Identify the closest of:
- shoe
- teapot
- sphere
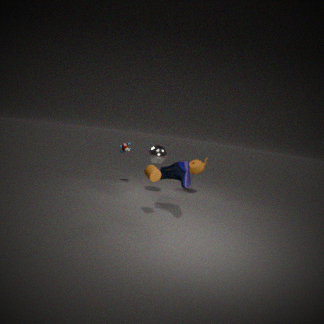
shoe
